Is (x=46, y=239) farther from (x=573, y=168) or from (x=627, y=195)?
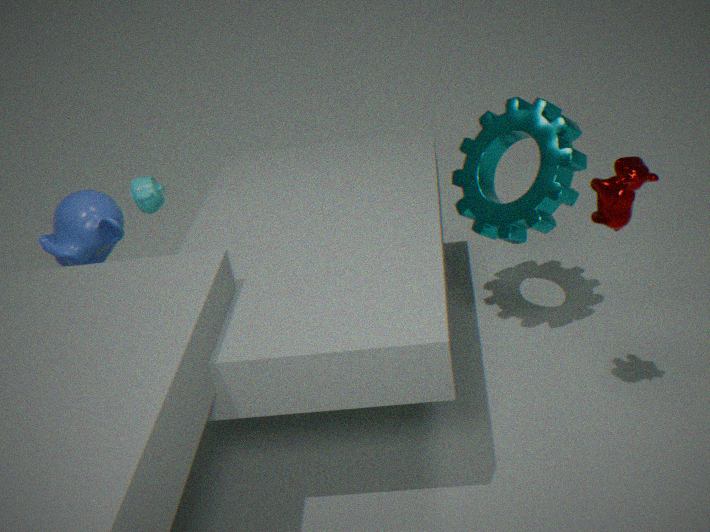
(x=627, y=195)
